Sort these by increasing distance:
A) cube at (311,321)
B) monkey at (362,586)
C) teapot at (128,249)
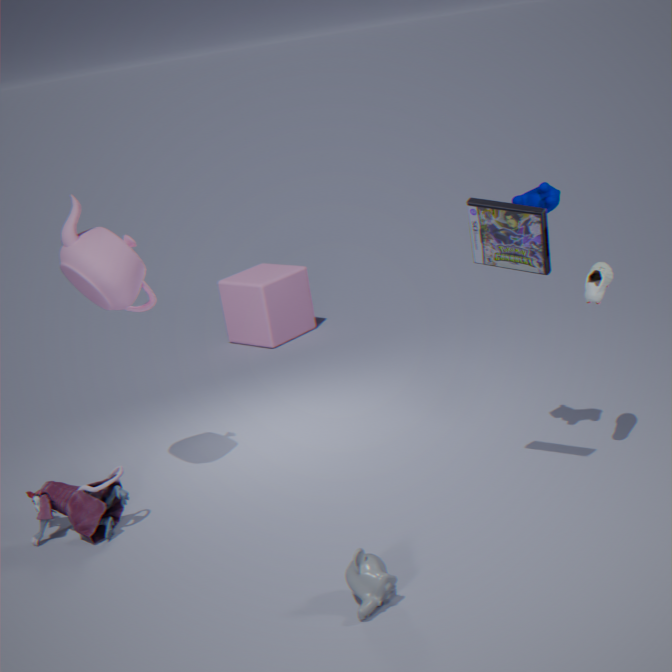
B. monkey at (362,586) → C. teapot at (128,249) → A. cube at (311,321)
